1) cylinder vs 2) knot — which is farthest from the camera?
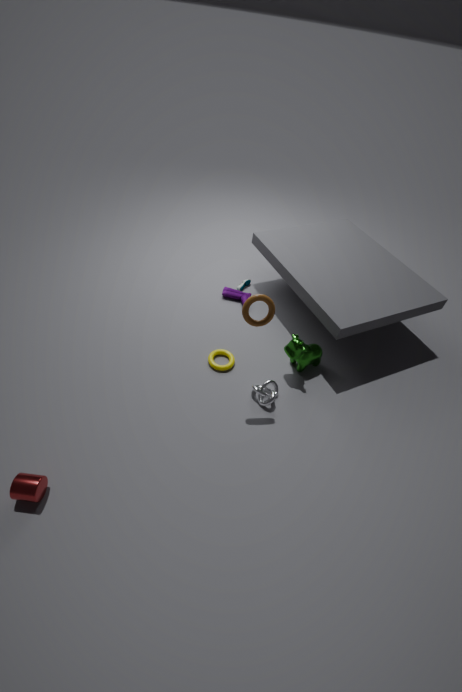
2. knot
